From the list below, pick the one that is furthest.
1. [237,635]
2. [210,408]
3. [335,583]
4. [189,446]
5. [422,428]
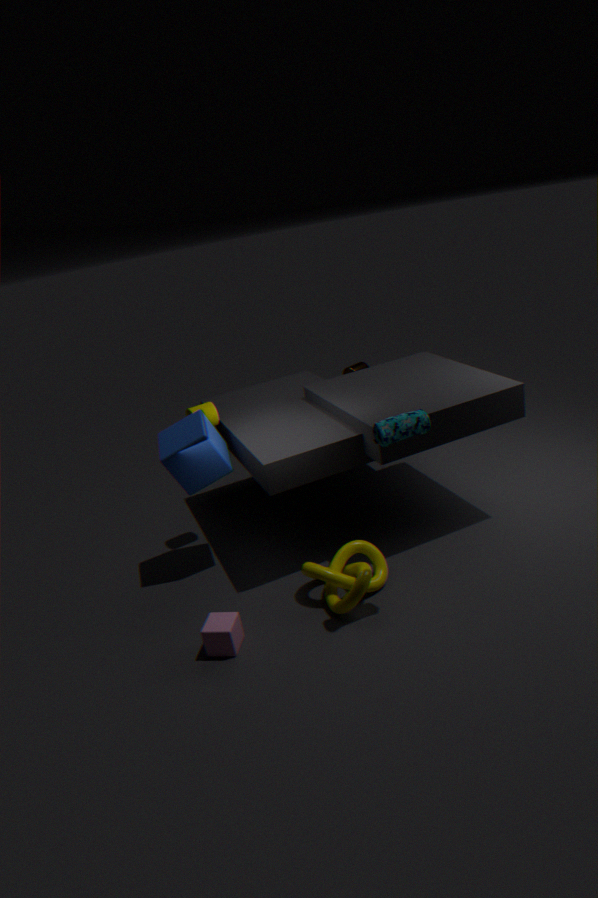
[210,408]
